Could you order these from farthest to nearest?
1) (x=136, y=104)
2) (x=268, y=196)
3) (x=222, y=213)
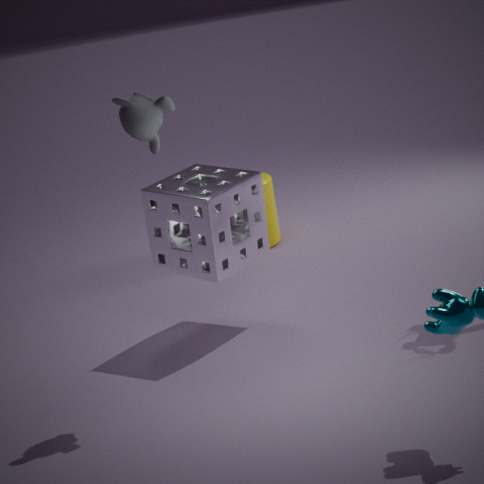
2. (x=268, y=196) → 3. (x=222, y=213) → 1. (x=136, y=104)
